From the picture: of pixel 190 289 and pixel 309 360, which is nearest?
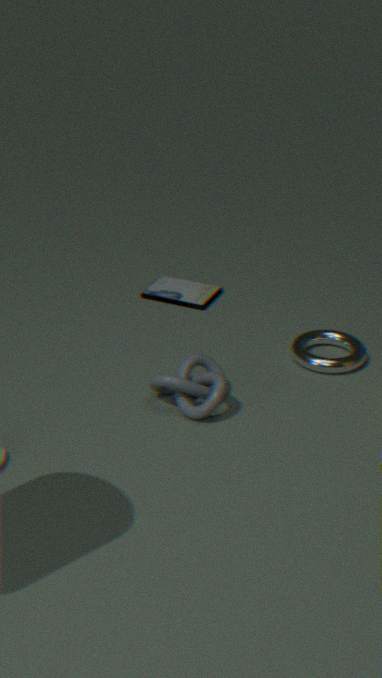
pixel 309 360
